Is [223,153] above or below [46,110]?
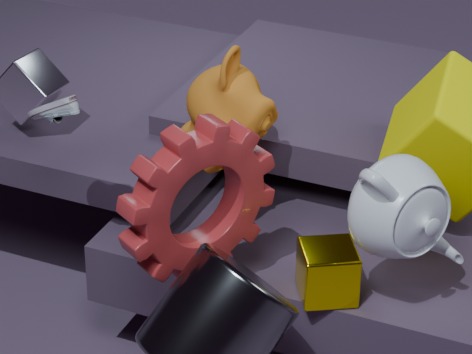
below
